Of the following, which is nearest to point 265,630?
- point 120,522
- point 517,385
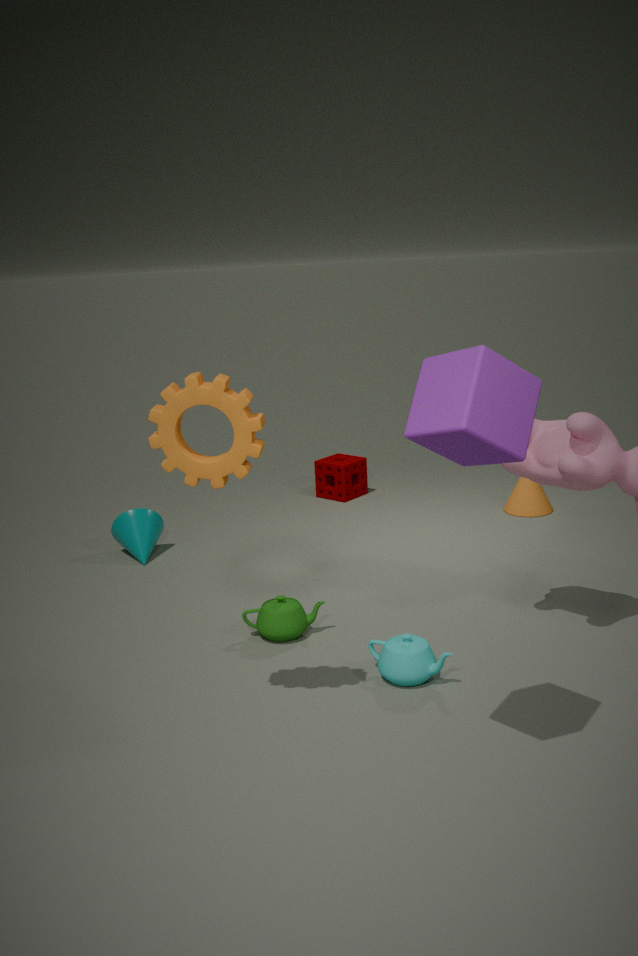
point 120,522
